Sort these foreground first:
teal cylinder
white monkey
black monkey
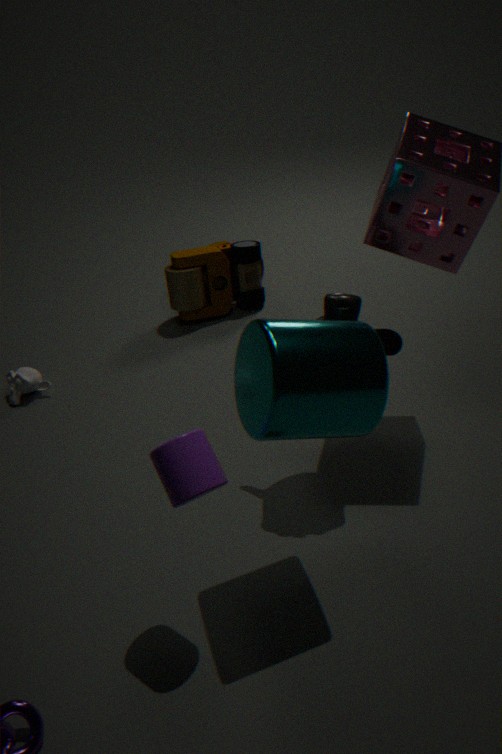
teal cylinder < black monkey < white monkey
